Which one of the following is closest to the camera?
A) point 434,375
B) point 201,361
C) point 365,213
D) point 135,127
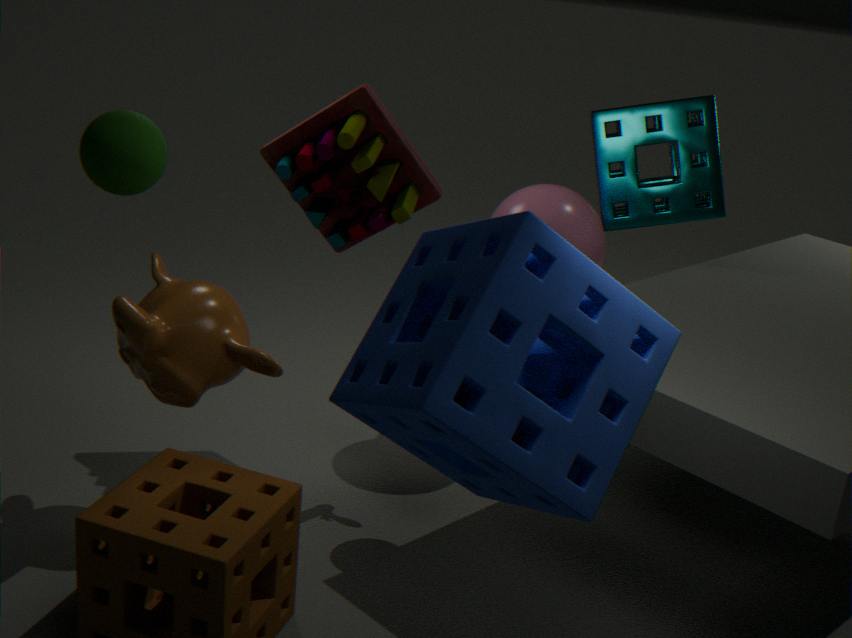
point 434,375
